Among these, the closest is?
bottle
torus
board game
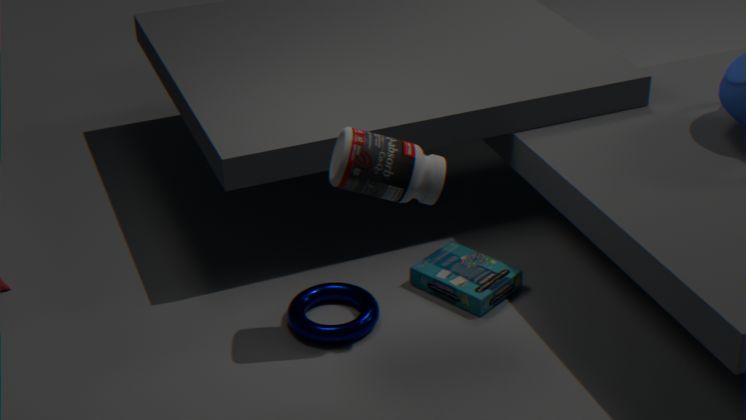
bottle
